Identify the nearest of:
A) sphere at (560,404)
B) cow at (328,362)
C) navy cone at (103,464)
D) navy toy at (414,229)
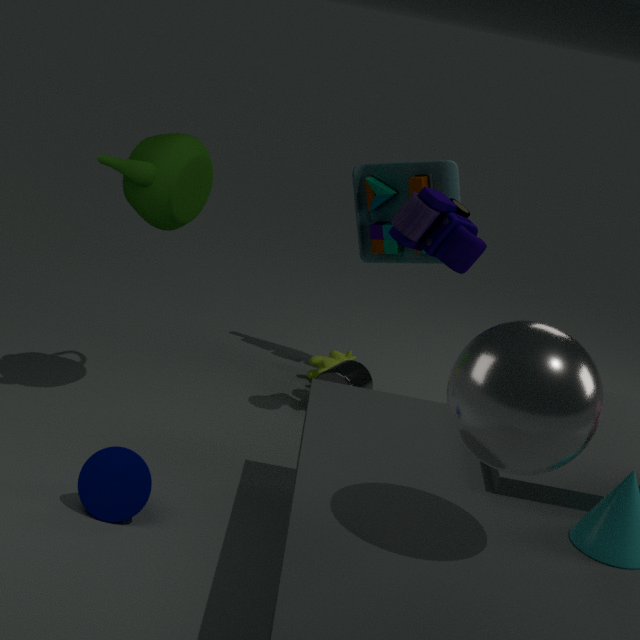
sphere at (560,404)
